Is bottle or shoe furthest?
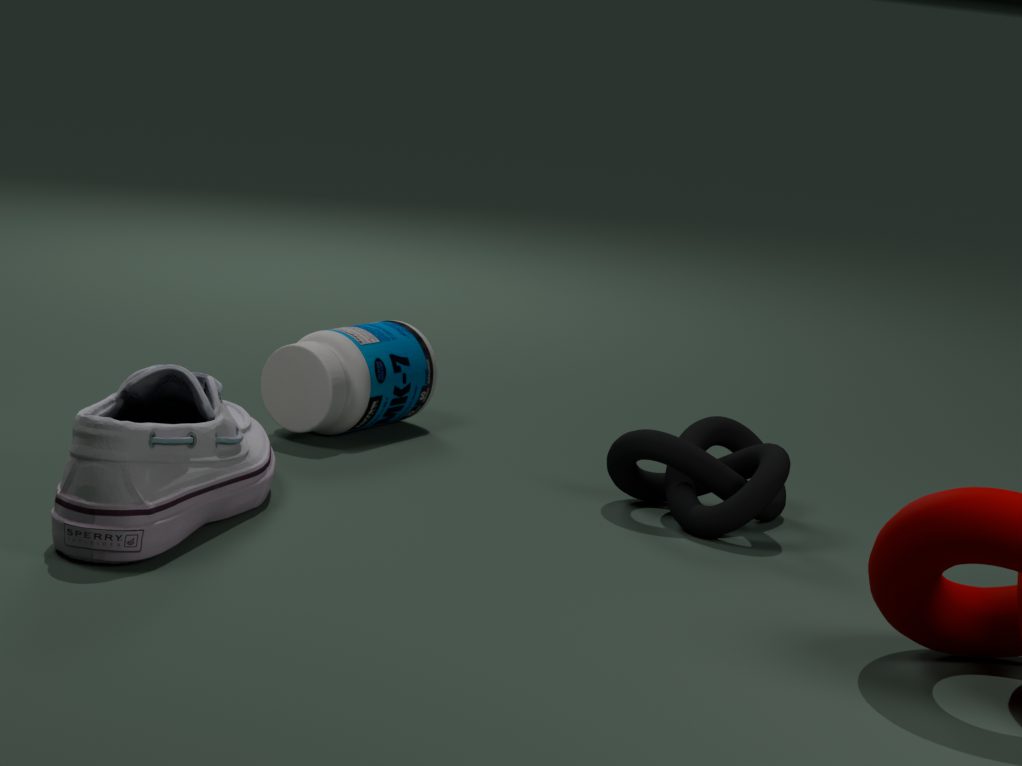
bottle
